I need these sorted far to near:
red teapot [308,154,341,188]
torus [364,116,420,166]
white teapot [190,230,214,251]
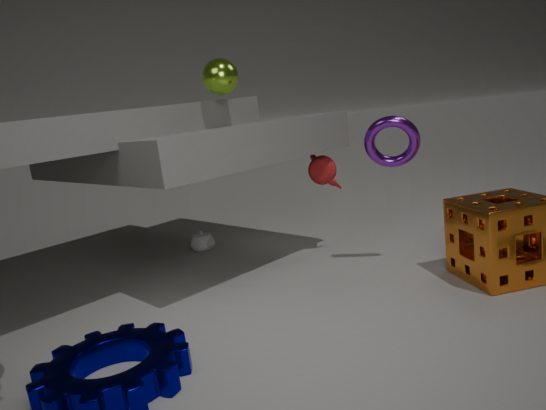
white teapot [190,230,214,251], red teapot [308,154,341,188], torus [364,116,420,166]
